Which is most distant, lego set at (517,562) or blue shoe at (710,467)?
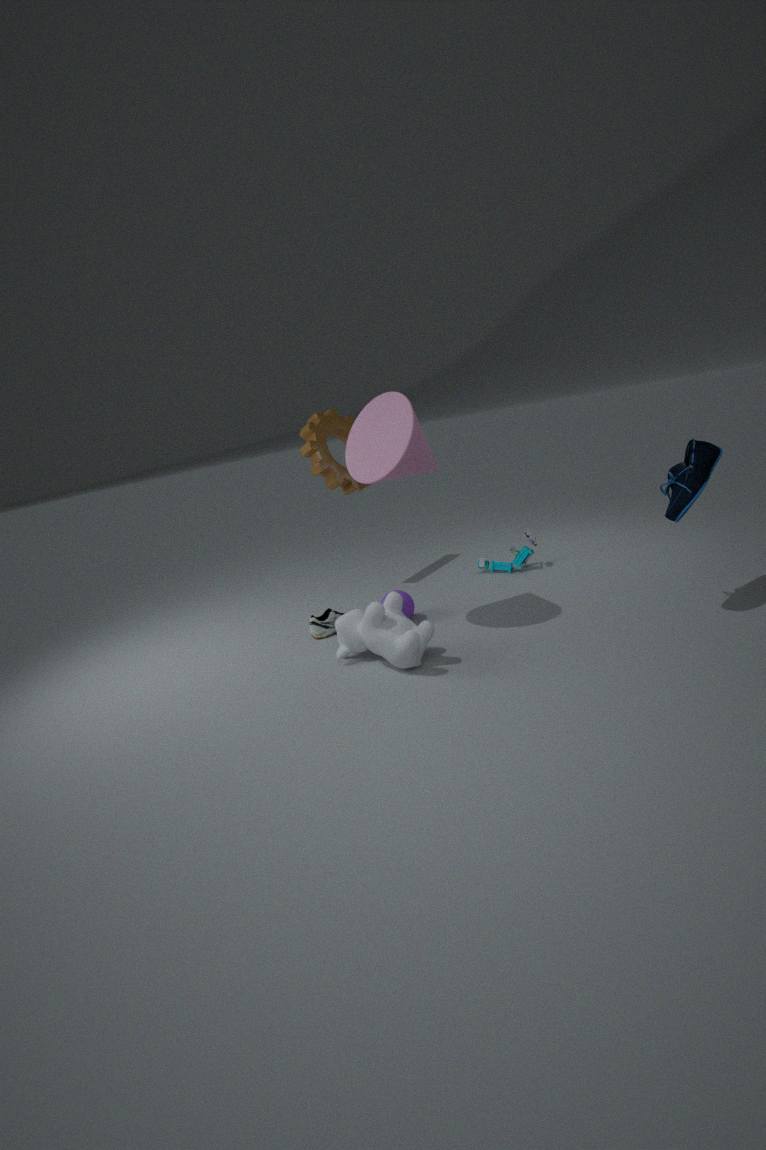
lego set at (517,562)
